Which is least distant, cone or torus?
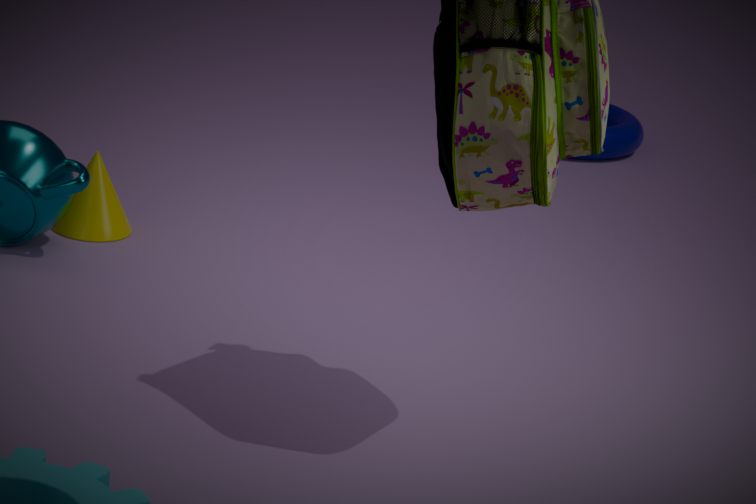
cone
